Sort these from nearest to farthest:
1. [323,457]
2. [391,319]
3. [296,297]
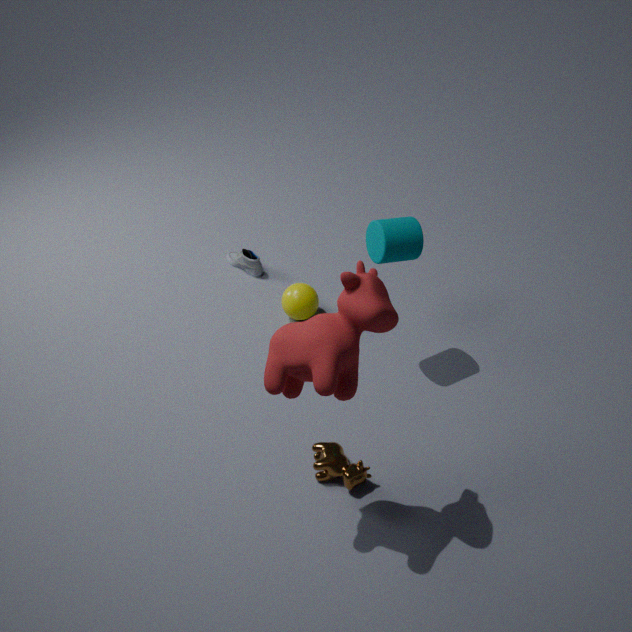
[391,319] → [323,457] → [296,297]
